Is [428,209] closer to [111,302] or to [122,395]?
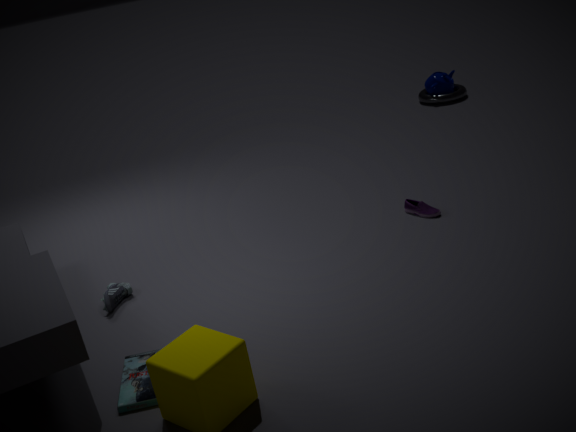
[111,302]
